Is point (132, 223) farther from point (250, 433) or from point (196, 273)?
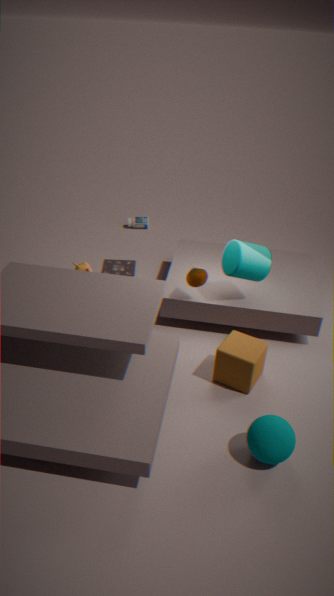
point (250, 433)
